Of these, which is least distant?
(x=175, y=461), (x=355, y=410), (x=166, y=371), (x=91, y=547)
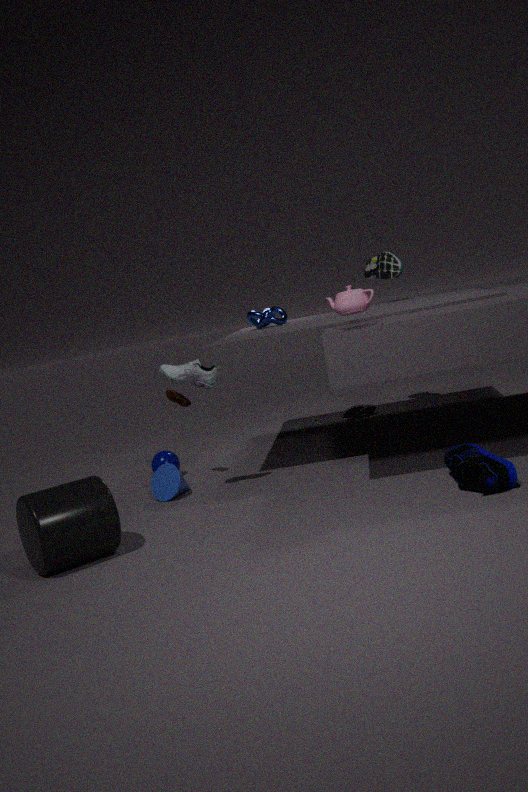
(x=91, y=547)
